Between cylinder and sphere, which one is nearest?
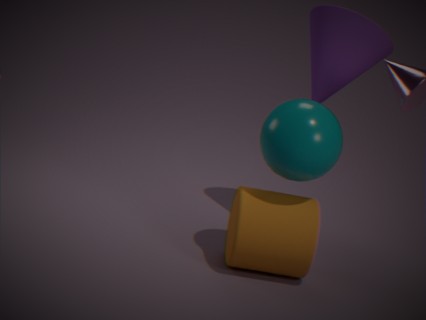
sphere
